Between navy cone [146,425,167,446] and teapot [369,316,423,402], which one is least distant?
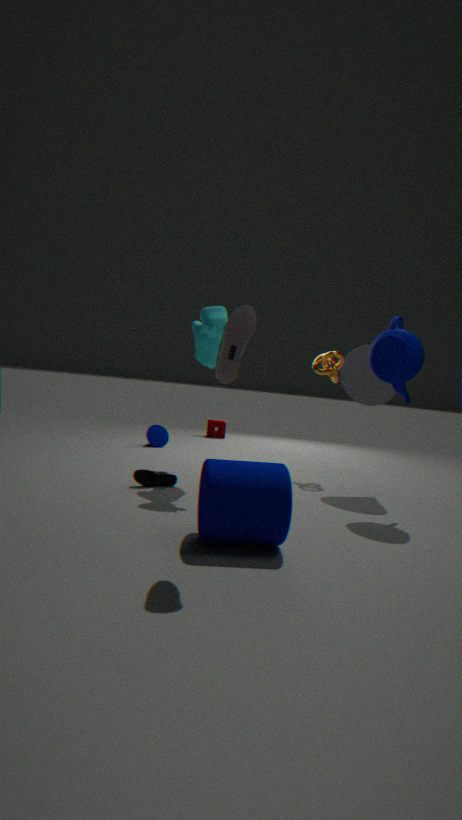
teapot [369,316,423,402]
